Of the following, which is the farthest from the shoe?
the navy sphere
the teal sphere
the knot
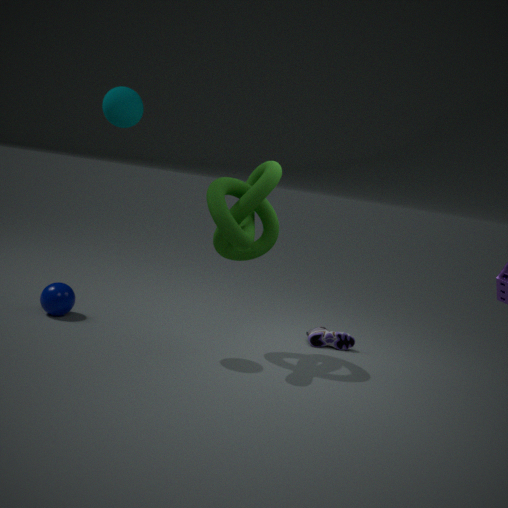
the teal sphere
